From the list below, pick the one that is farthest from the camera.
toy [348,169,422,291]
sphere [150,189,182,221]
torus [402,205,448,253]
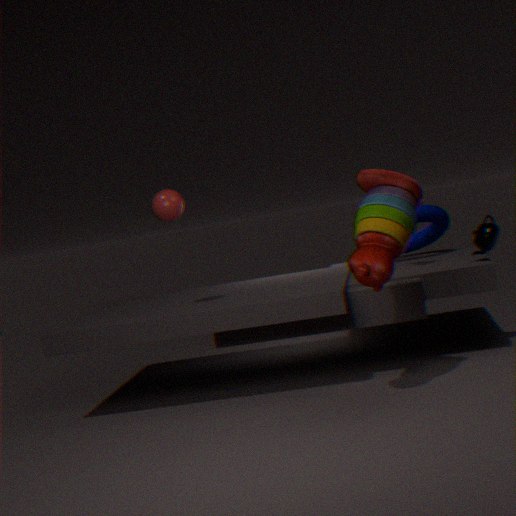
torus [402,205,448,253]
